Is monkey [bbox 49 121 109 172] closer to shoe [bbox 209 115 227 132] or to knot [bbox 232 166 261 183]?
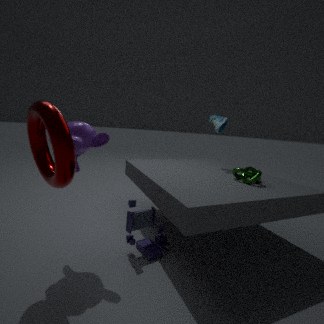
knot [bbox 232 166 261 183]
